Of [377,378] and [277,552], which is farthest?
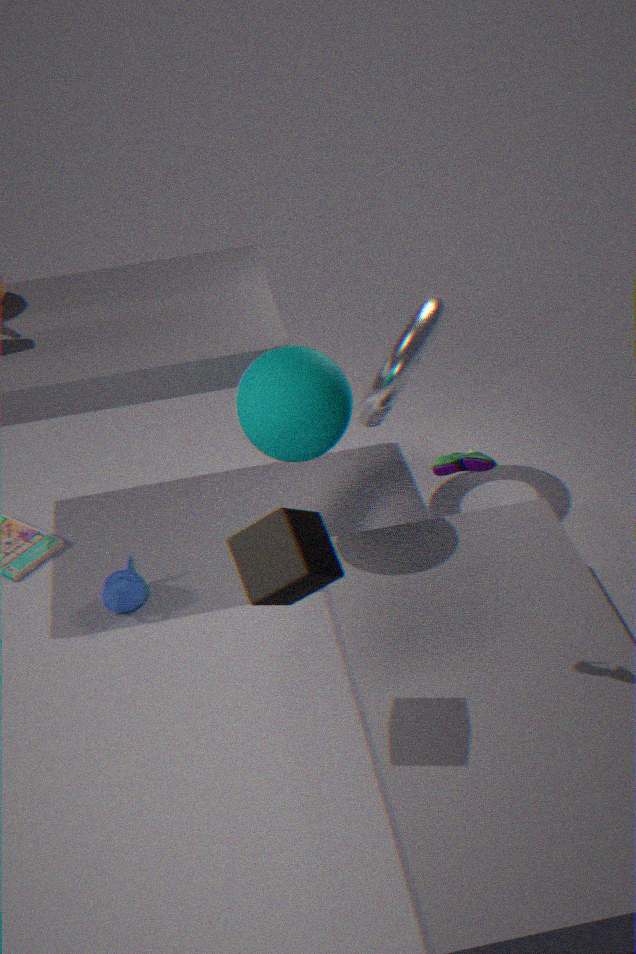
[377,378]
